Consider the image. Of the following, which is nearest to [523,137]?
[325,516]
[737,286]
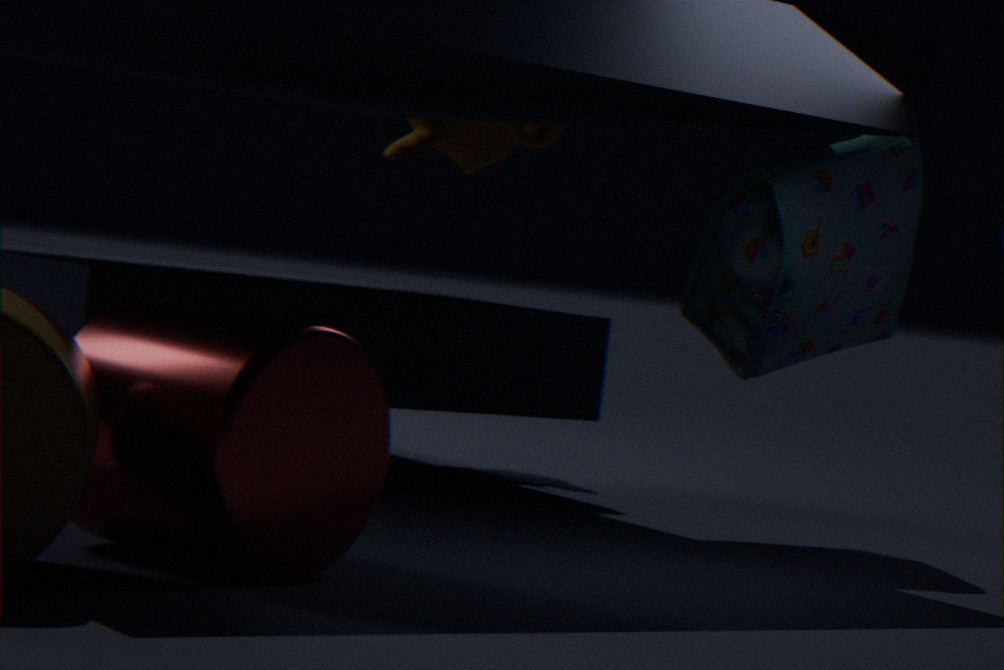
[737,286]
